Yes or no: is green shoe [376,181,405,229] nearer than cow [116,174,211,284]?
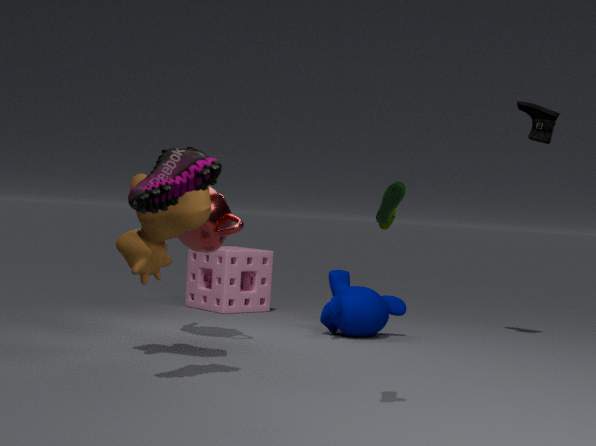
Yes
